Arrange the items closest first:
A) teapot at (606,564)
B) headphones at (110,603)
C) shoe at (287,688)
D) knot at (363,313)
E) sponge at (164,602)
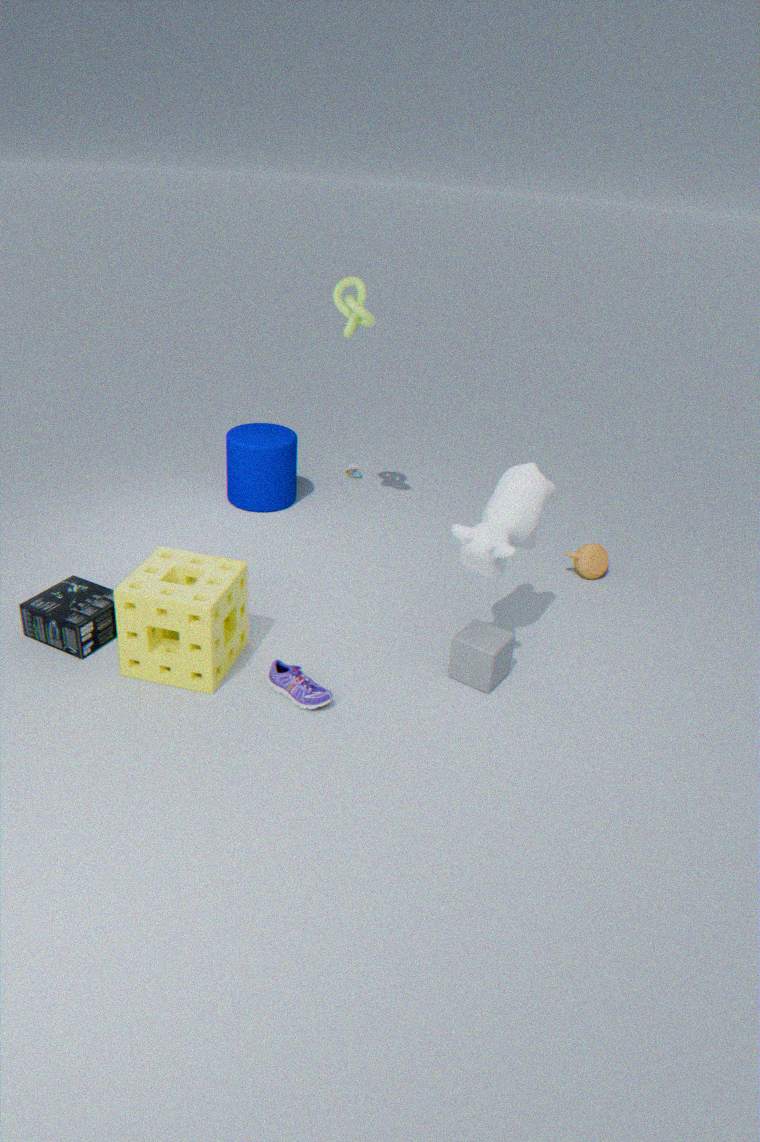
E. sponge at (164,602), C. shoe at (287,688), B. headphones at (110,603), D. knot at (363,313), A. teapot at (606,564)
